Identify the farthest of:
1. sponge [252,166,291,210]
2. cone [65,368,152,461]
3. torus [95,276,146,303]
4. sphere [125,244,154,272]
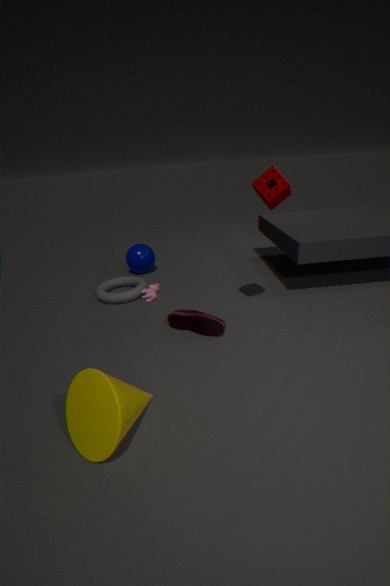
sphere [125,244,154,272]
